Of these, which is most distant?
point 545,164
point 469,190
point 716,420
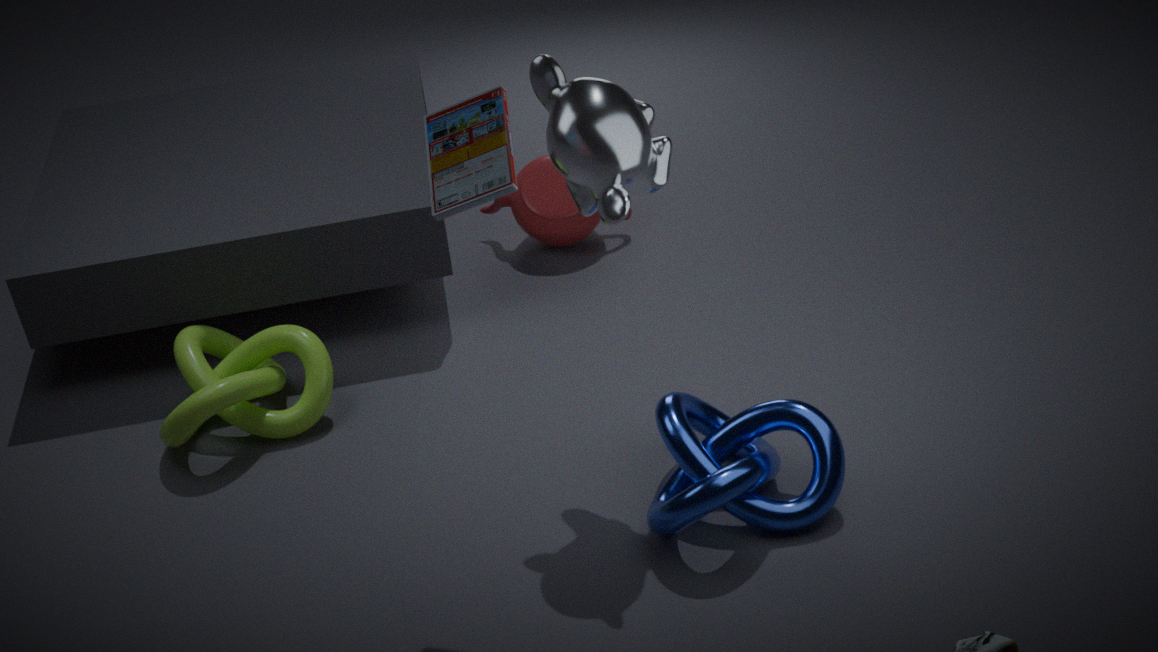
point 545,164
